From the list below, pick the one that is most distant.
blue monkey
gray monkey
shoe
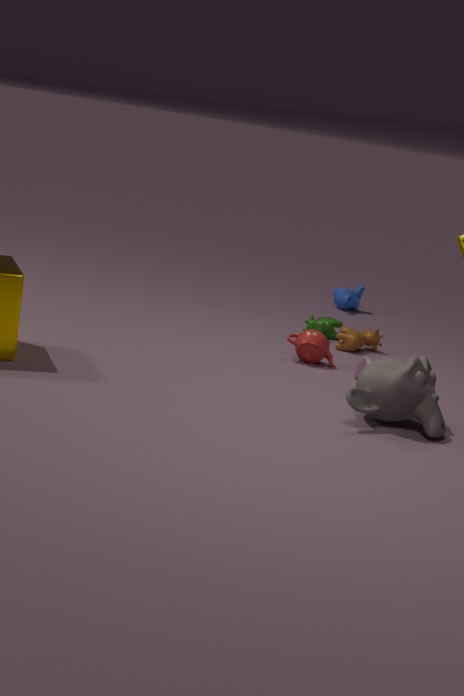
blue monkey
